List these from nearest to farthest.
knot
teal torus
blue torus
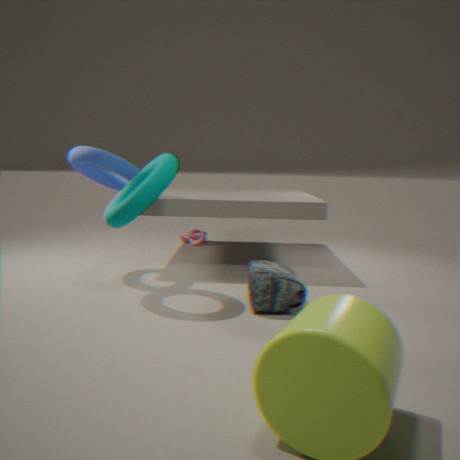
teal torus < blue torus < knot
